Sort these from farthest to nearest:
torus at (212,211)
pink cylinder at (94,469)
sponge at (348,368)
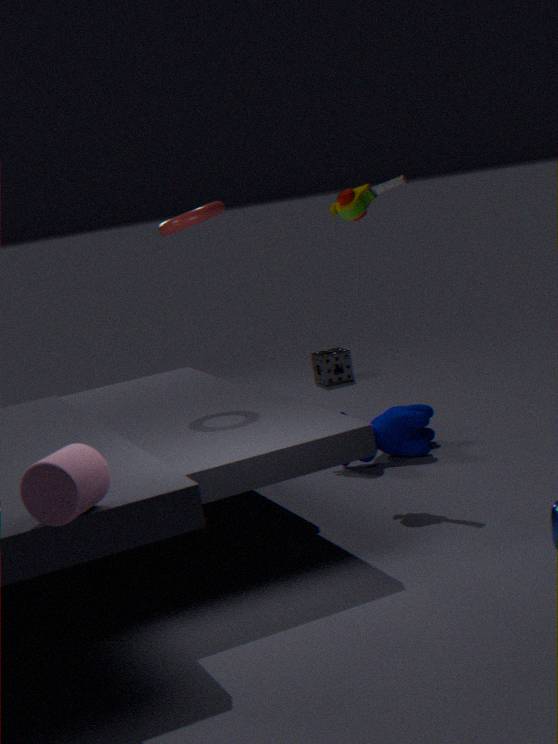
sponge at (348,368), torus at (212,211), pink cylinder at (94,469)
